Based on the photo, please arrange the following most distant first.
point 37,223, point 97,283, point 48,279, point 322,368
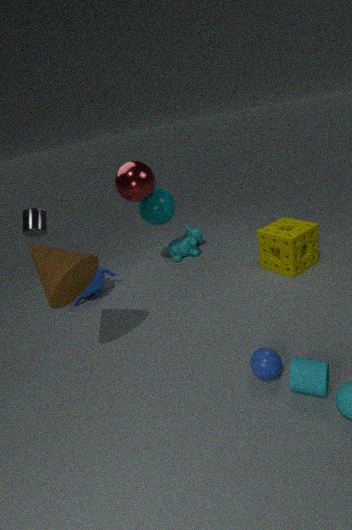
point 97,283 → point 37,223 → point 48,279 → point 322,368
